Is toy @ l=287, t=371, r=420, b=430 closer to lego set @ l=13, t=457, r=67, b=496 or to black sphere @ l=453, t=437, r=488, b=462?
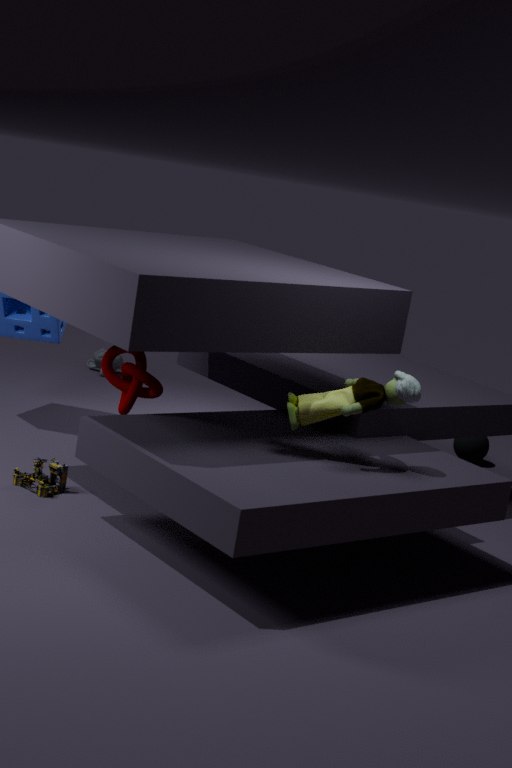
lego set @ l=13, t=457, r=67, b=496
